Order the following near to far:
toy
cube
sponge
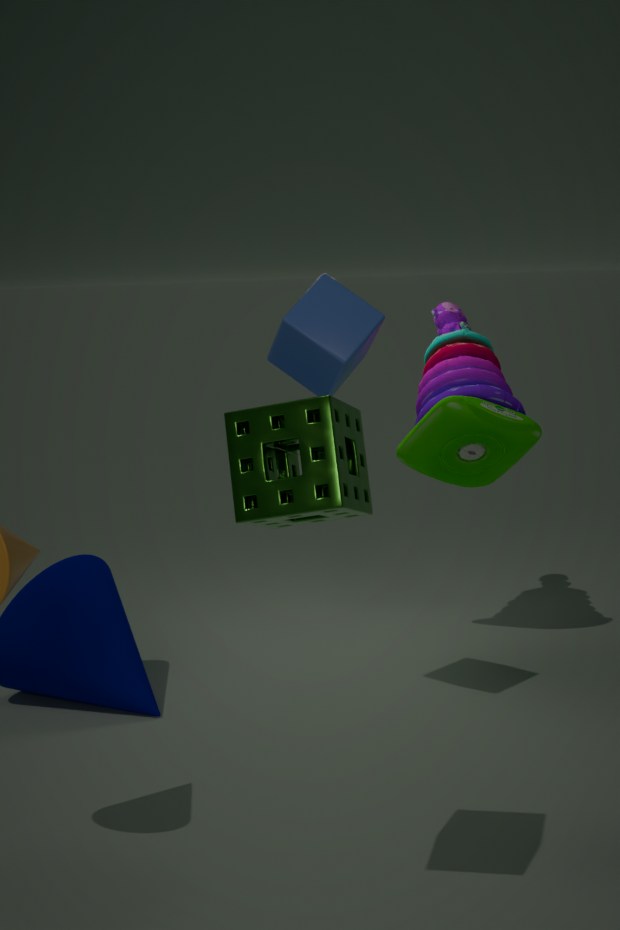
sponge < cube < toy
